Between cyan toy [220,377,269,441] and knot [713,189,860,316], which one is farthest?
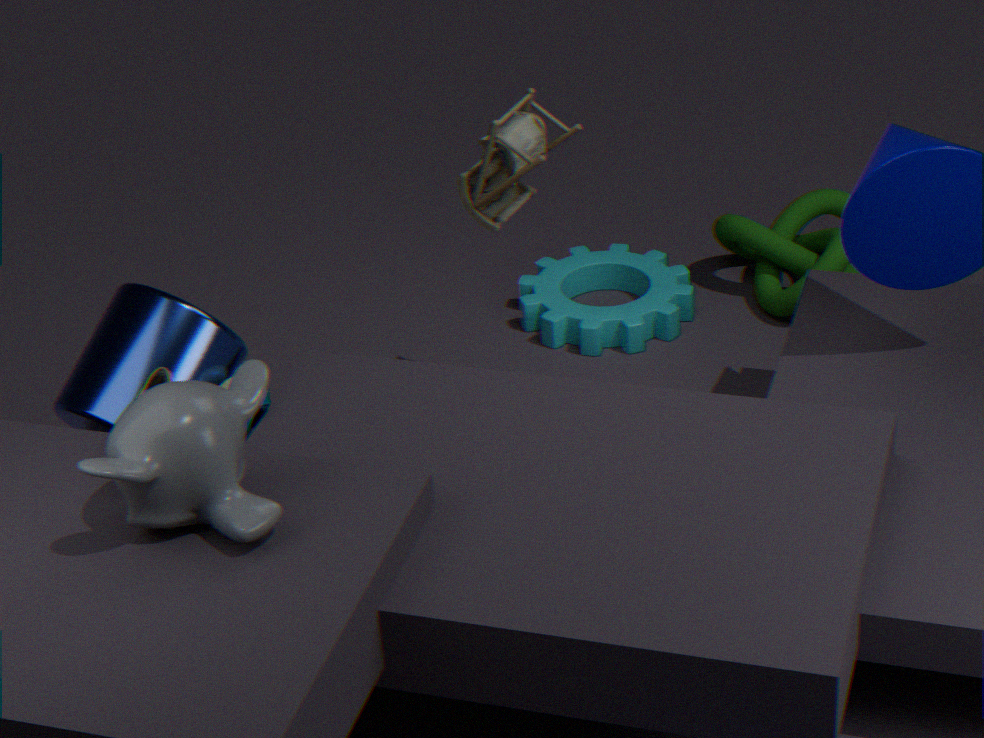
knot [713,189,860,316]
